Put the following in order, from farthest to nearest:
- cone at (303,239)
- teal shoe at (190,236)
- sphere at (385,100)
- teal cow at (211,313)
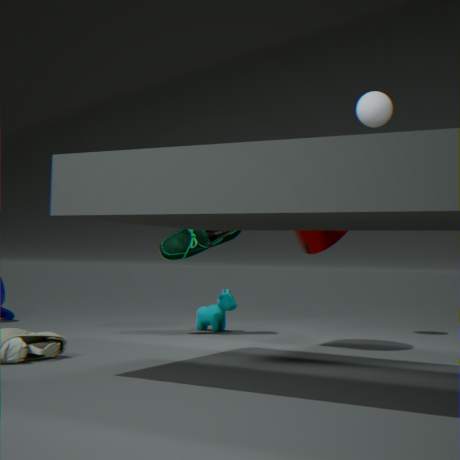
teal cow at (211,313) → sphere at (385,100) → teal shoe at (190,236) → cone at (303,239)
